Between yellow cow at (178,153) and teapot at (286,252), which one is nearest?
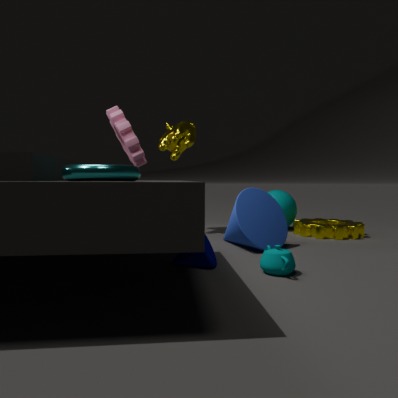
teapot at (286,252)
